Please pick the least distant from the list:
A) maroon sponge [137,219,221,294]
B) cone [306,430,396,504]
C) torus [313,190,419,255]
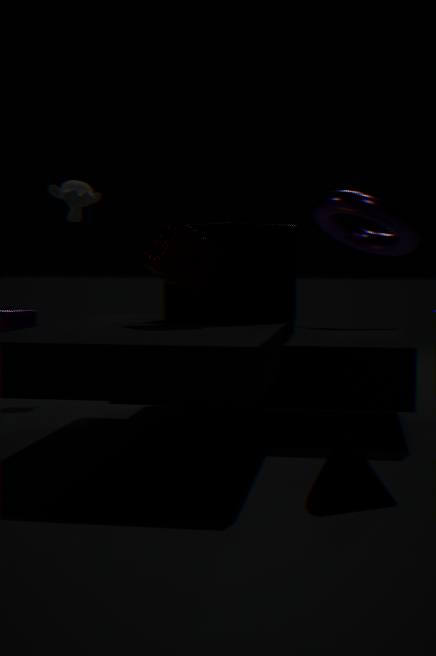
cone [306,430,396,504]
